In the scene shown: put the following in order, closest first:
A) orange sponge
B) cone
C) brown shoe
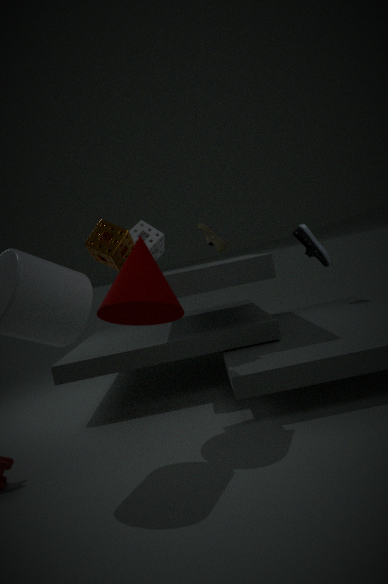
cone
orange sponge
brown shoe
